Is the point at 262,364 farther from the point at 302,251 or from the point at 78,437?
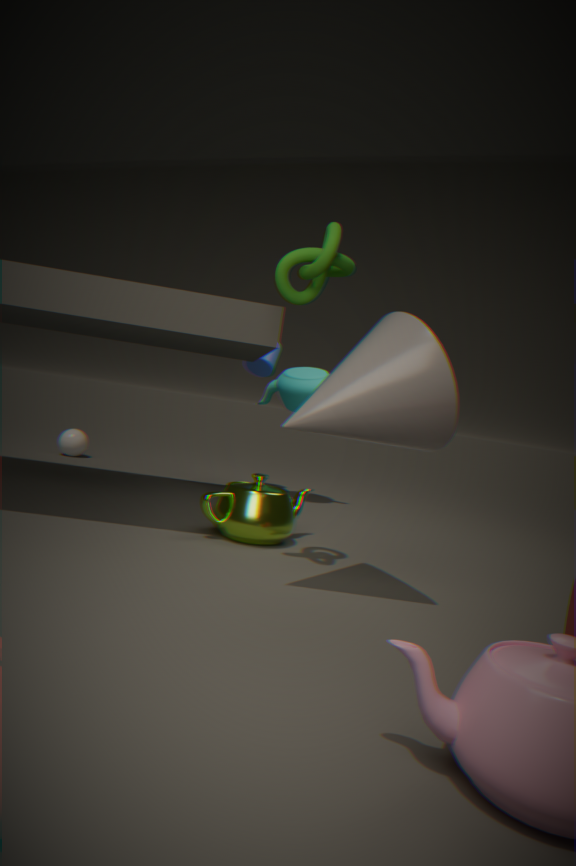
the point at 302,251
